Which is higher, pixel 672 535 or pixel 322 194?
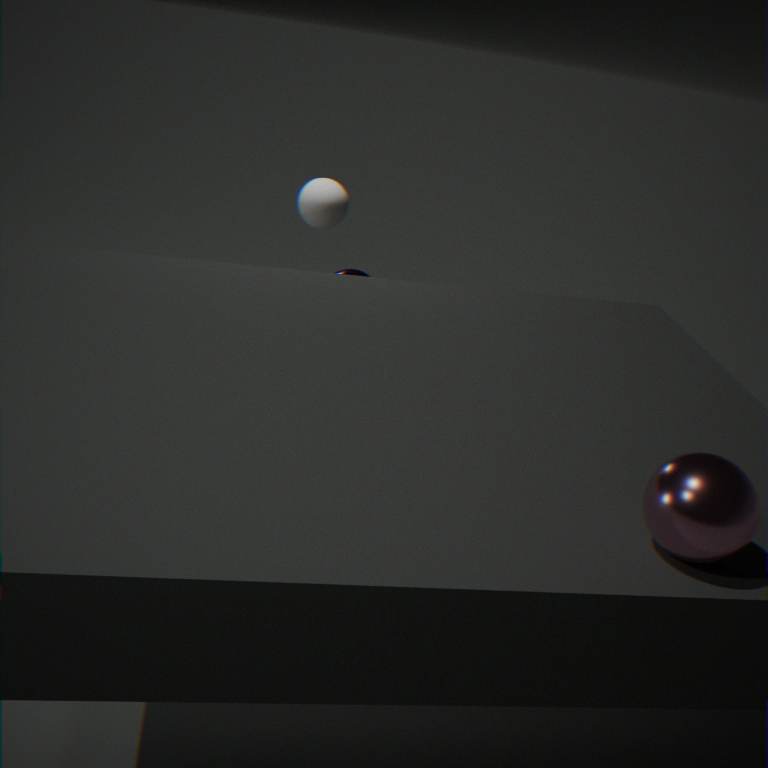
pixel 672 535
